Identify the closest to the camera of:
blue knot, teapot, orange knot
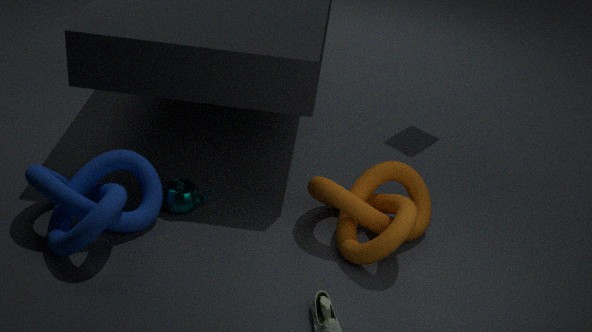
blue knot
